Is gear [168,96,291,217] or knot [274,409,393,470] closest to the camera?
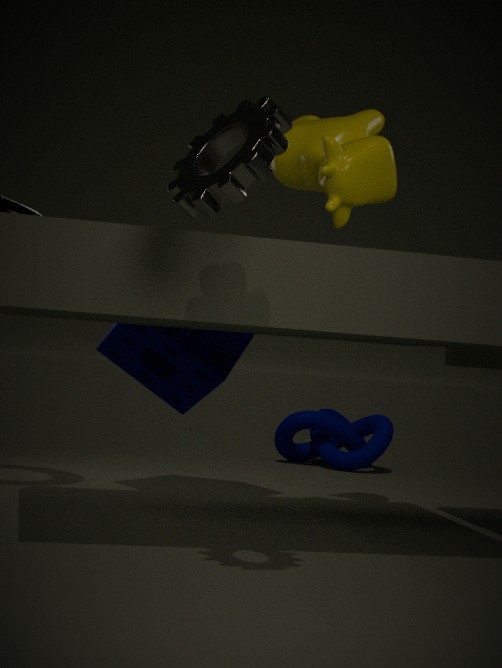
gear [168,96,291,217]
